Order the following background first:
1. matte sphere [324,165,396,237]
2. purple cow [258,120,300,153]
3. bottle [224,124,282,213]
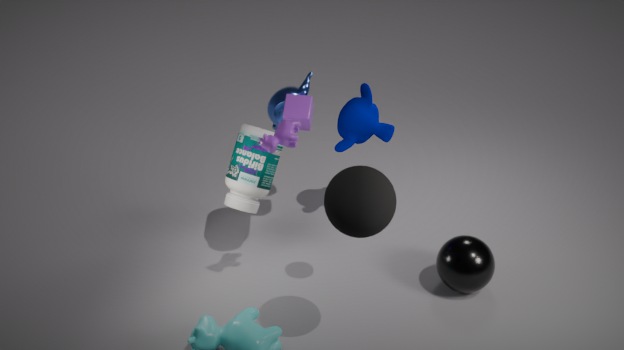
bottle [224,124,282,213], purple cow [258,120,300,153], matte sphere [324,165,396,237]
